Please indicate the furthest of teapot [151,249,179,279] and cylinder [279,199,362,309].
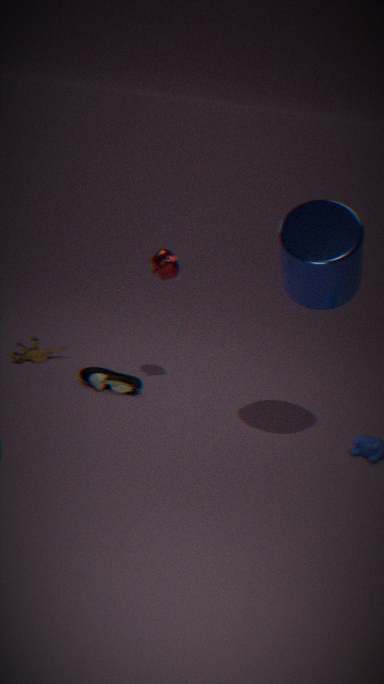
teapot [151,249,179,279]
